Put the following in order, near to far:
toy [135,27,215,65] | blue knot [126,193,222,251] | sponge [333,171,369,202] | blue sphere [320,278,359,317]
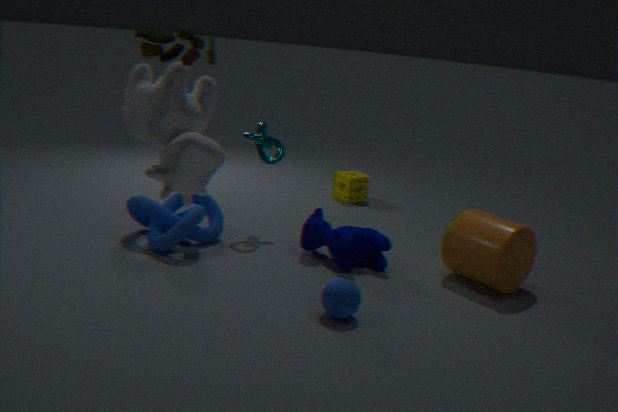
toy [135,27,215,65]
blue sphere [320,278,359,317]
blue knot [126,193,222,251]
sponge [333,171,369,202]
